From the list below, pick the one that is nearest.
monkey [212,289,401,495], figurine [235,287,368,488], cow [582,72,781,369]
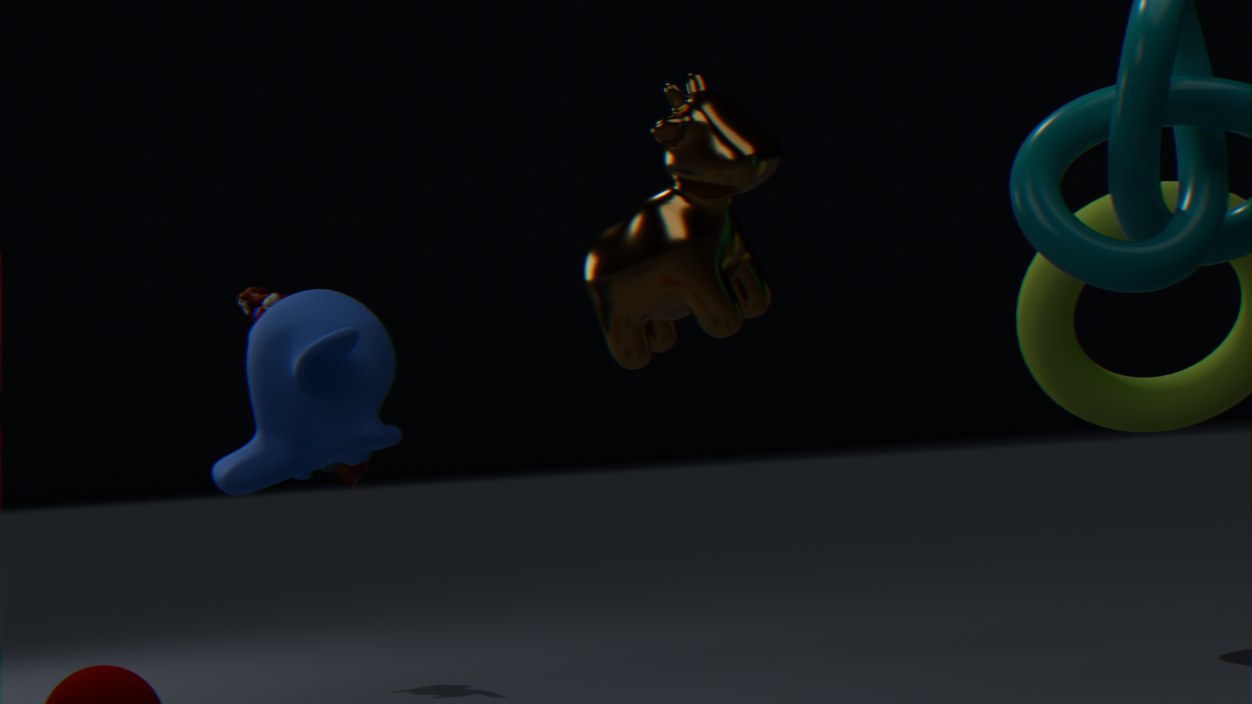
cow [582,72,781,369]
